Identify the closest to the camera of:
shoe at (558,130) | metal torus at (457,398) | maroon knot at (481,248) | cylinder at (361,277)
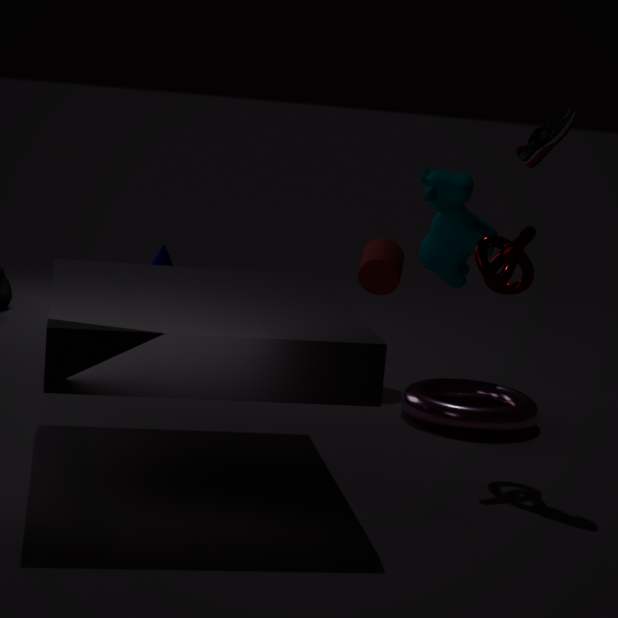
maroon knot at (481,248)
